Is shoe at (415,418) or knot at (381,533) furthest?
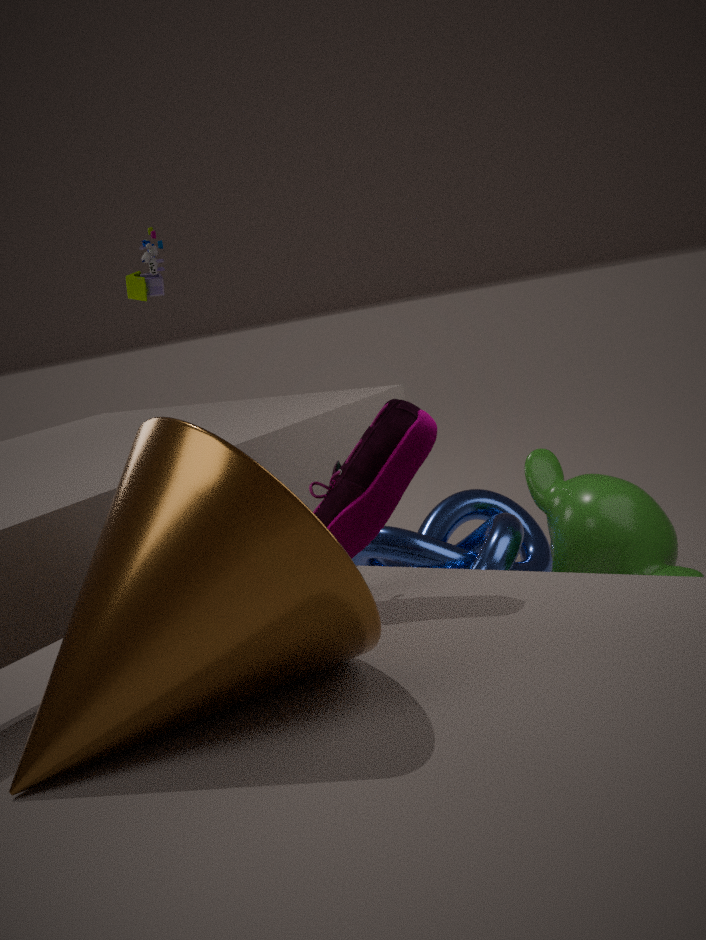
knot at (381,533)
